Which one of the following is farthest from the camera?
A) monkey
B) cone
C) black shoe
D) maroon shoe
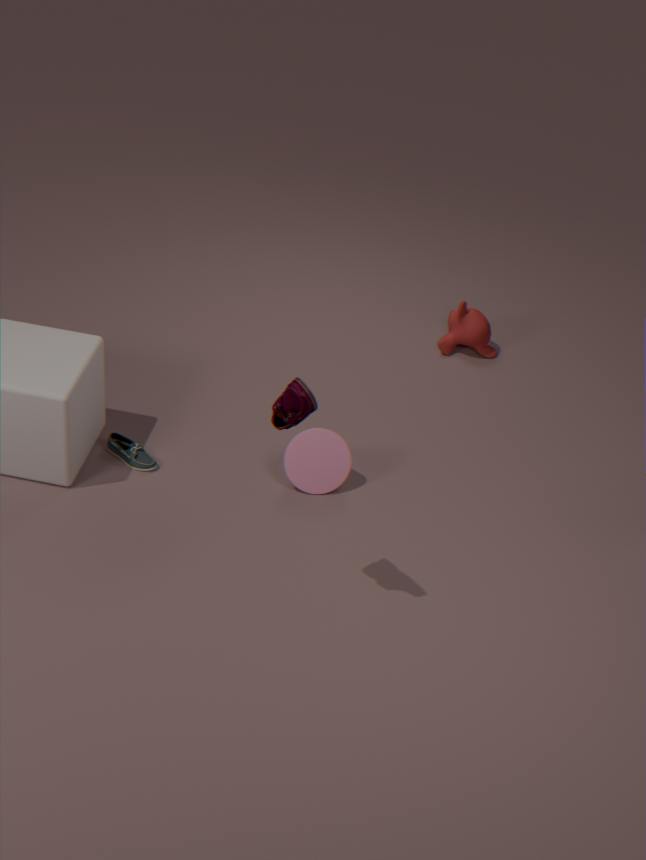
monkey
